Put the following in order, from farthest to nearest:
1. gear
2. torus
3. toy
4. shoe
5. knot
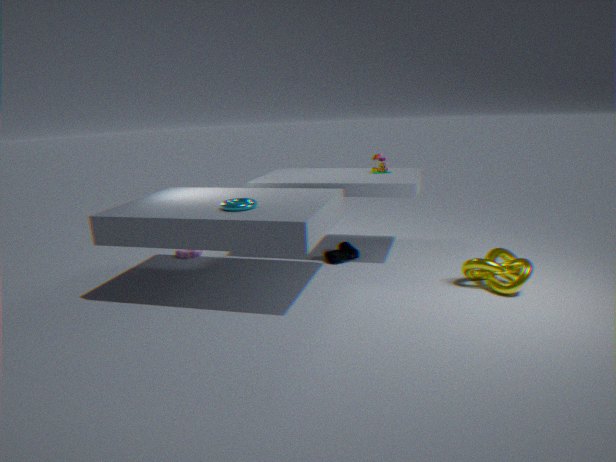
gear → toy → shoe → knot → torus
